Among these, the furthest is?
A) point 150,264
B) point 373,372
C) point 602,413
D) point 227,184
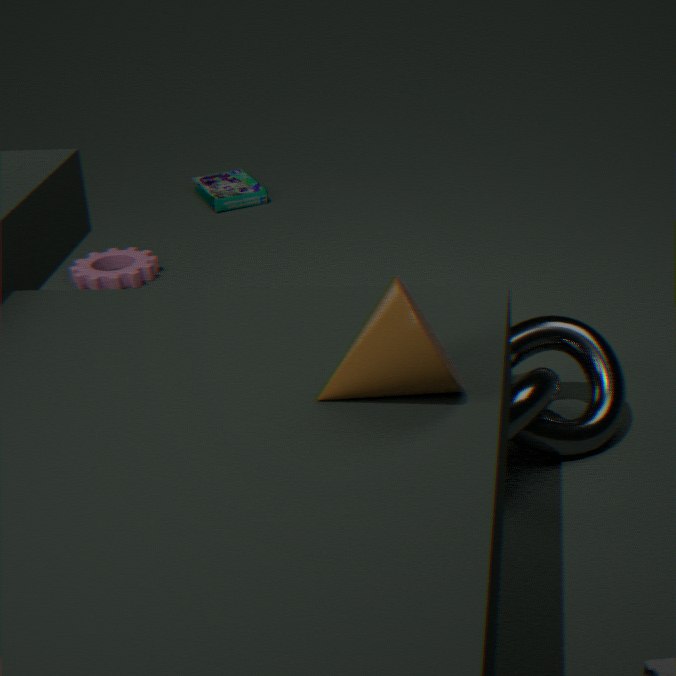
point 227,184
